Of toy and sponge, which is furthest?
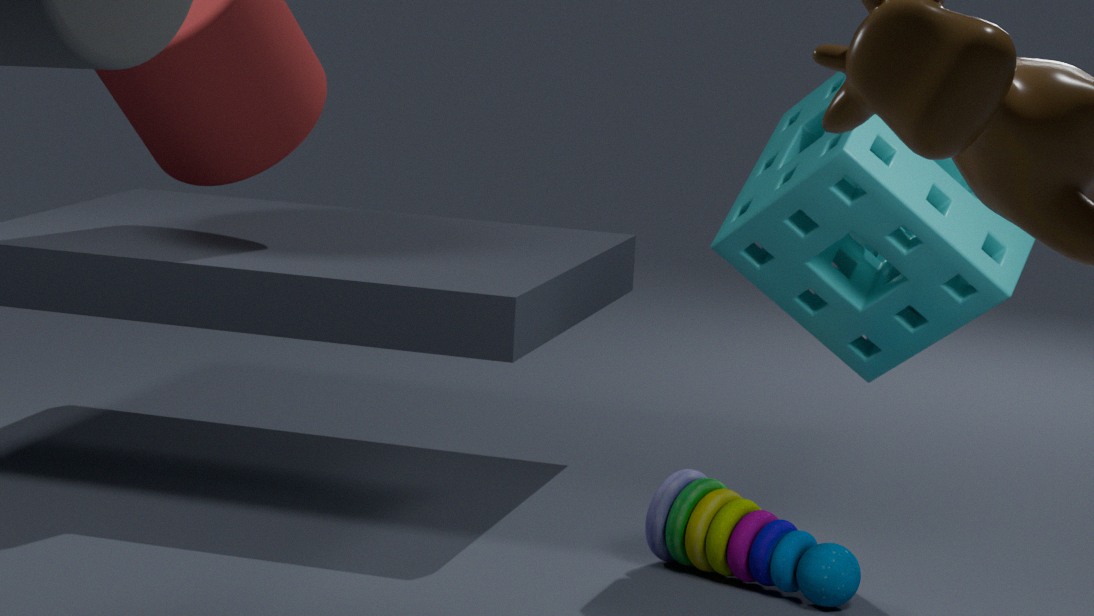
toy
